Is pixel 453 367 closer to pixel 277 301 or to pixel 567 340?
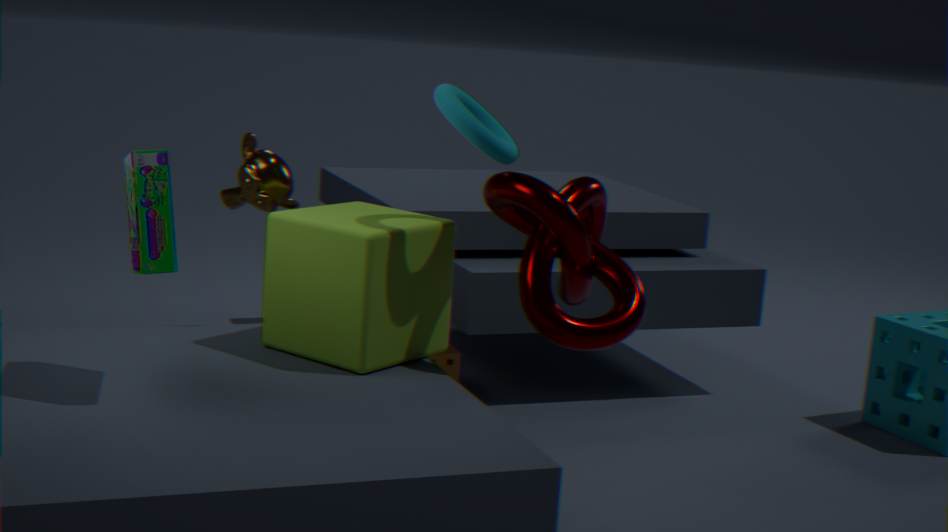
pixel 277 301
